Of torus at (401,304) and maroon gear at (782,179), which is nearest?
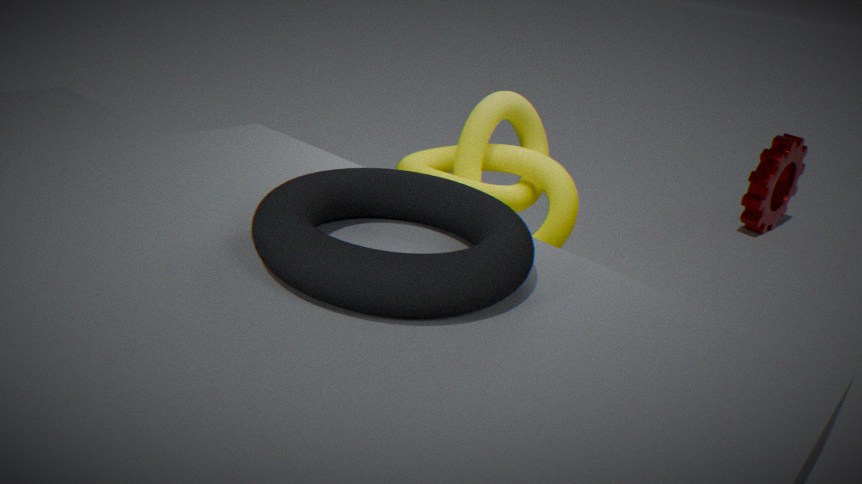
torus at (401,304)
